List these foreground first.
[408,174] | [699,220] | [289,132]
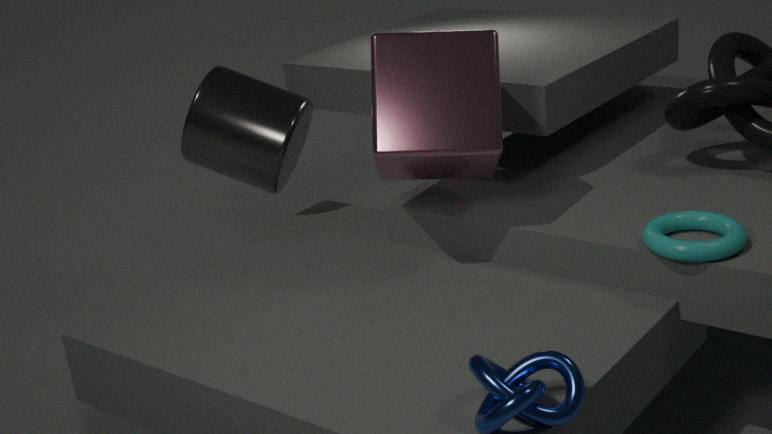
[699,220]
[408,174]
[289,132]
